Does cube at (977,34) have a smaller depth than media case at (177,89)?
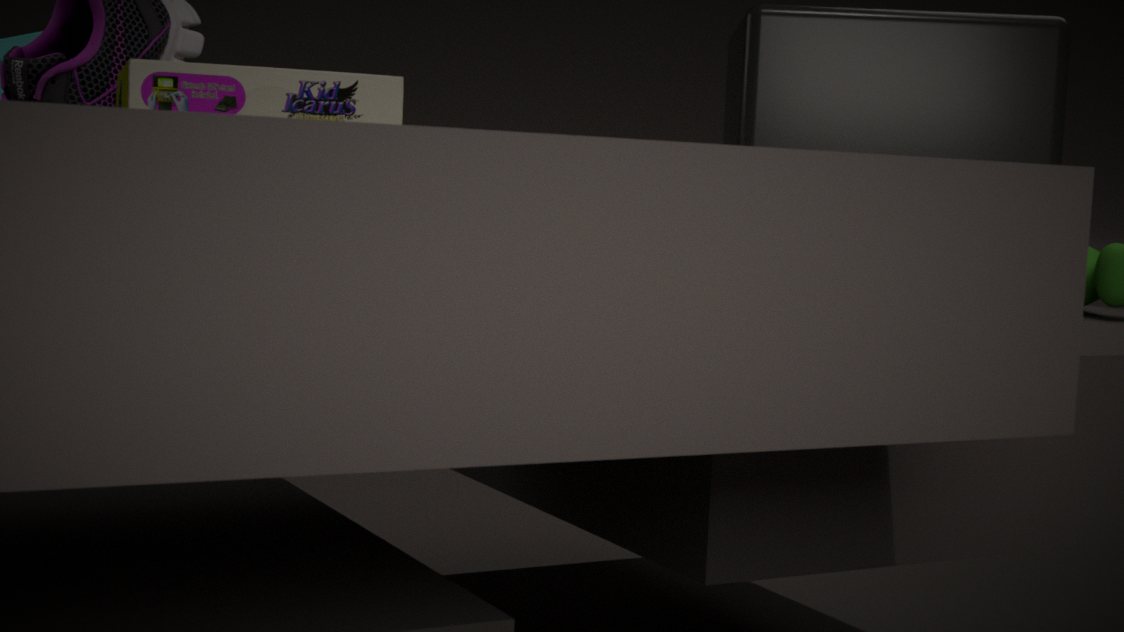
No
